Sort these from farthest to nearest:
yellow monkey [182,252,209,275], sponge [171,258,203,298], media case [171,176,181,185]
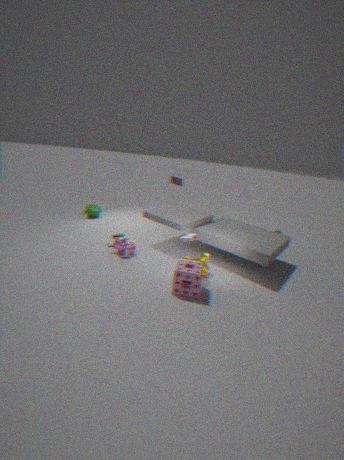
media case [171,176,181,185], yellow monkey [182,252,209,275], sponge [171,258,203,298]
